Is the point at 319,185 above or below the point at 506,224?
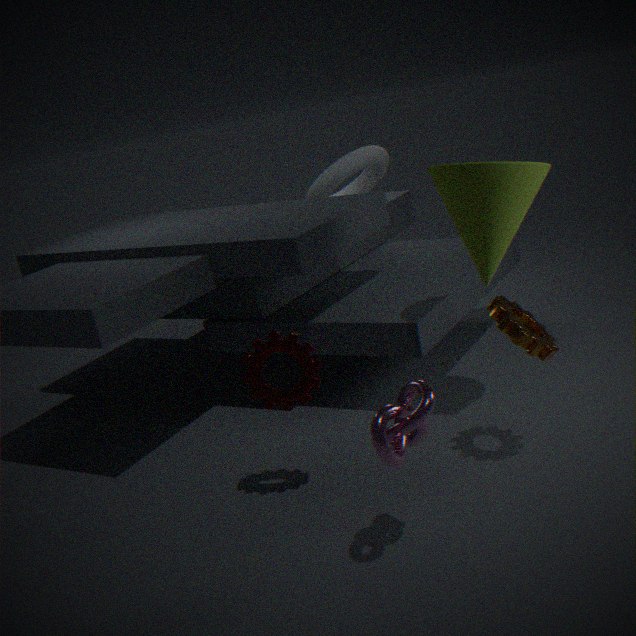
below
